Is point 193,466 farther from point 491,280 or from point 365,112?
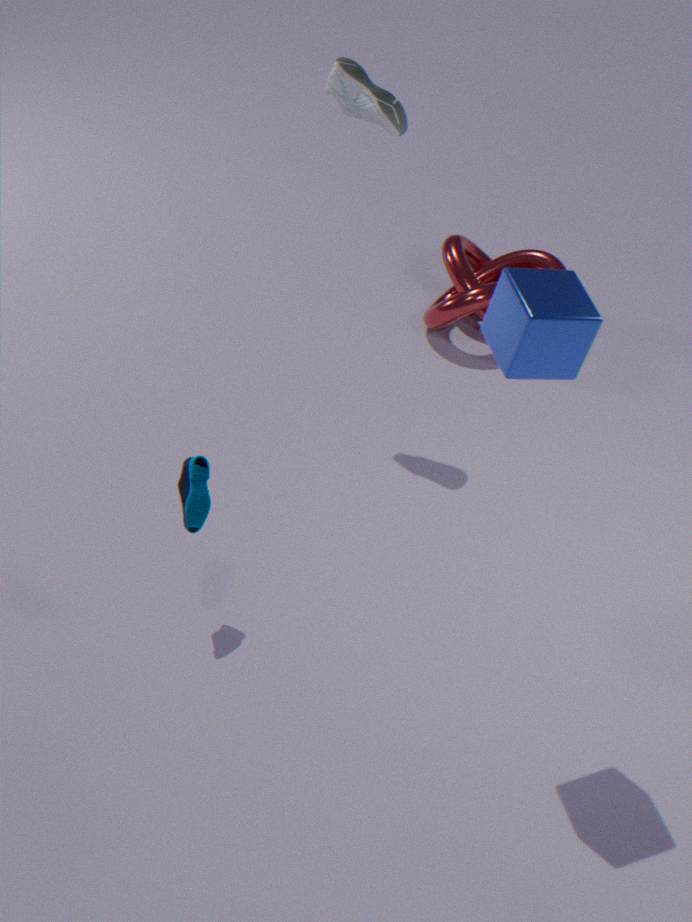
point 491,280
